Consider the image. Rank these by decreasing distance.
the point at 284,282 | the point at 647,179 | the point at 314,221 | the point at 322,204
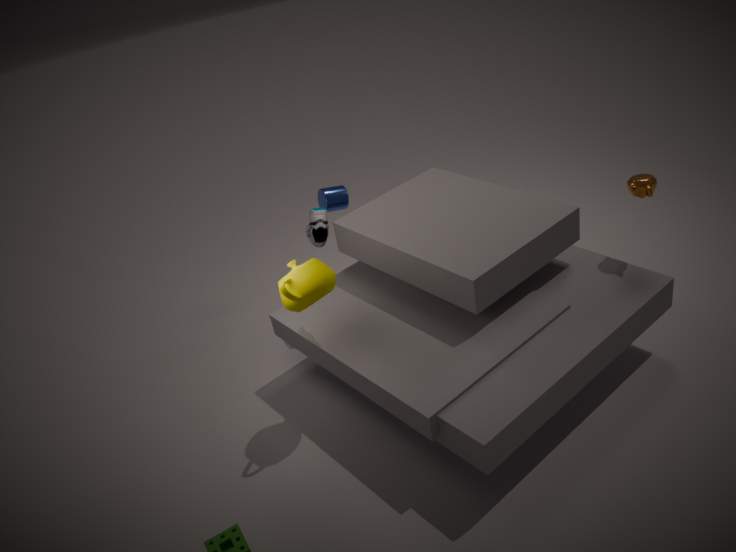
1. the point at 322,204
2. the point at 314,221
3. the point at 647,179
4. the point at 284,282
